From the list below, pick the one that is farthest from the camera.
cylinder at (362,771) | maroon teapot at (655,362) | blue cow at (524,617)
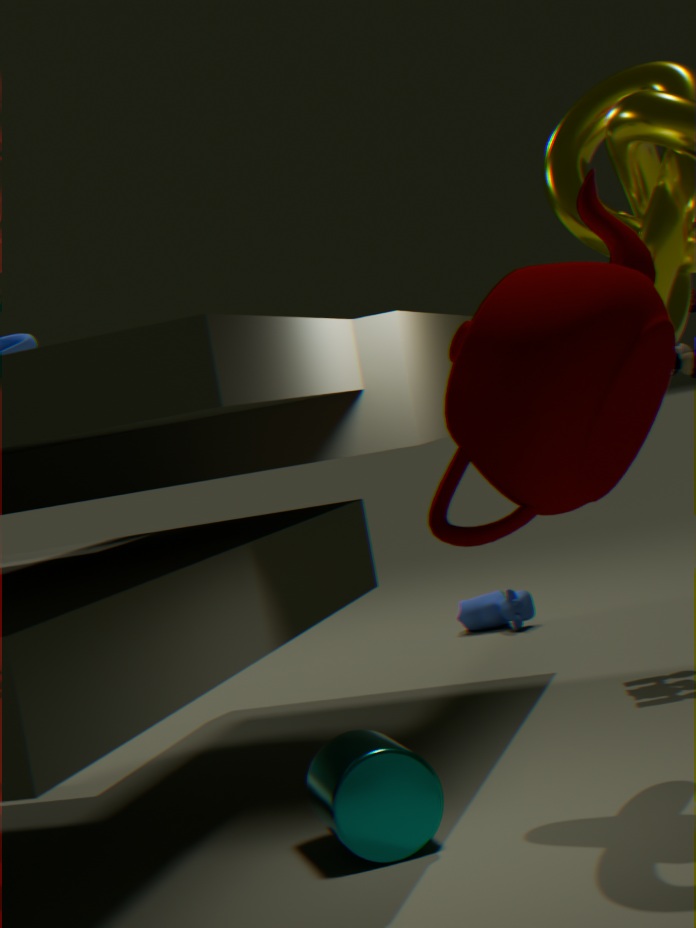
blue cow at (524,617)
